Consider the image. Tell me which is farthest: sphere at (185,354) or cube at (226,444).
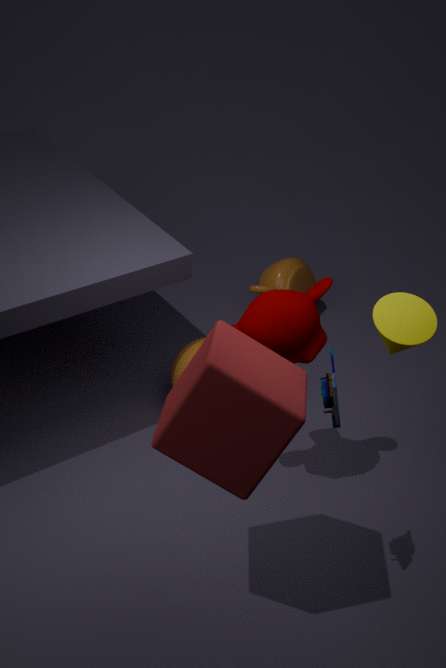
sphere at (185,354)
